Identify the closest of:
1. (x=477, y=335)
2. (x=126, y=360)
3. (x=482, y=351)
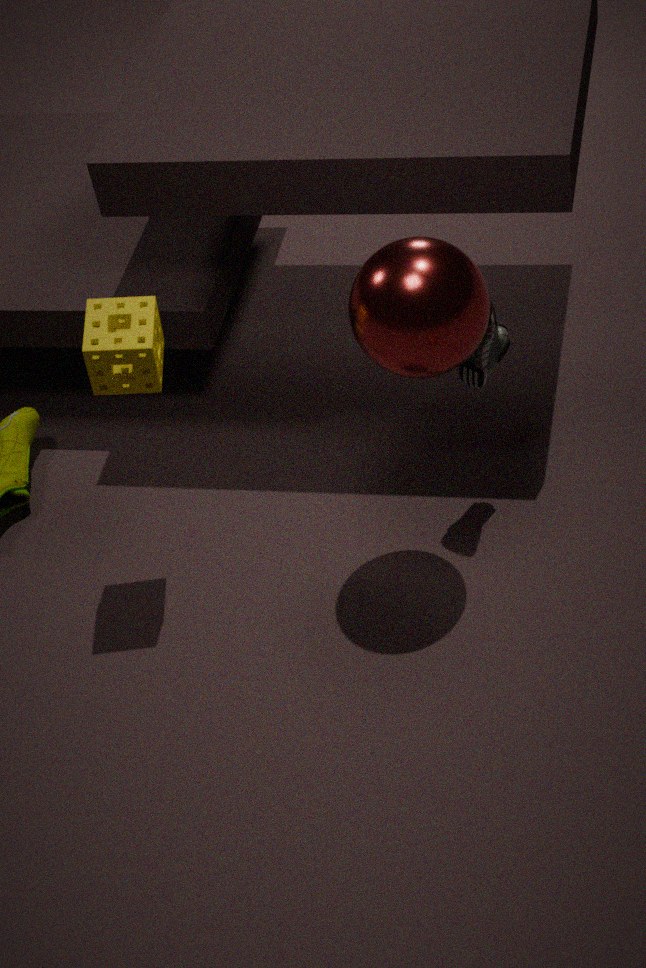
(x=477, y=335)
